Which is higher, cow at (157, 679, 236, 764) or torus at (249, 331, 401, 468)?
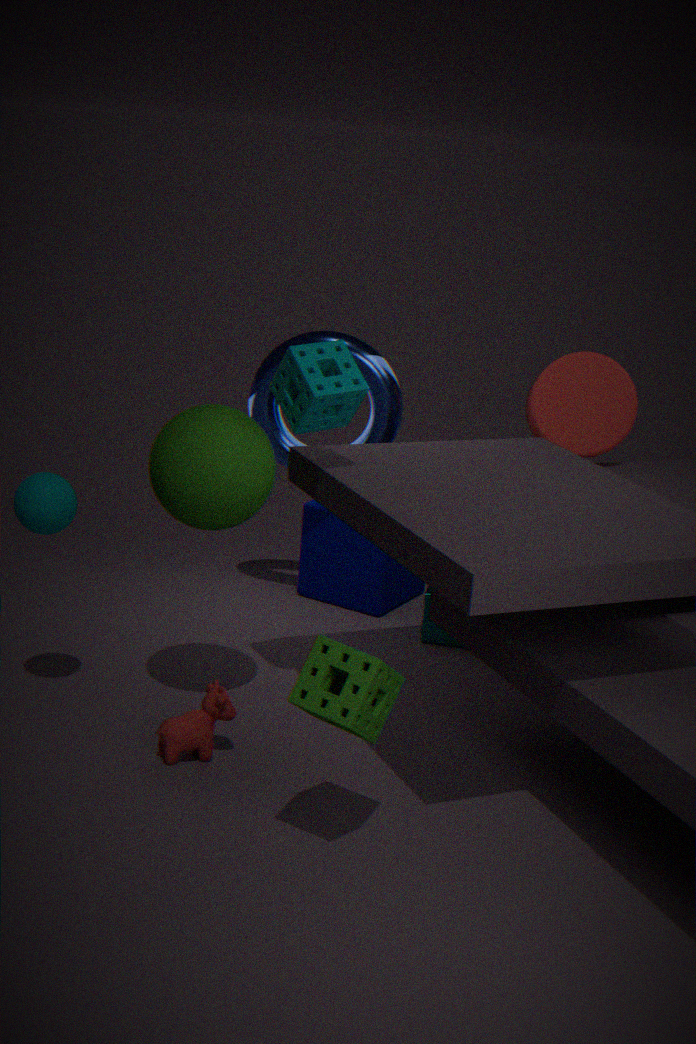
torus at (249, 331, 401, 468)
